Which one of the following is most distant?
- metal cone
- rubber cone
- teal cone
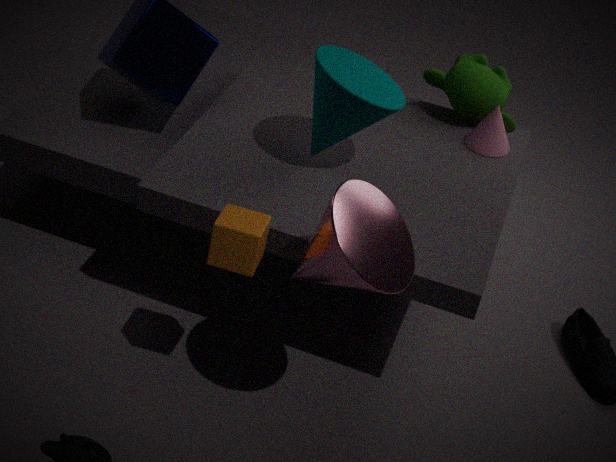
rubber cone
